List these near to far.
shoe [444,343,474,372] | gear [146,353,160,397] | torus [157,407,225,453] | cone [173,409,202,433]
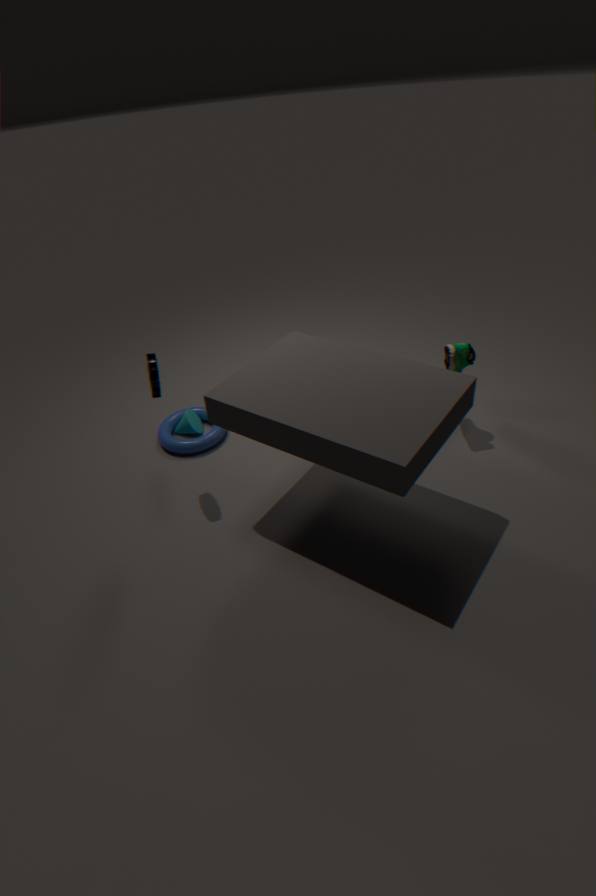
gear [146,353,160,397] < shoe [444,343,474,372] < torus [157,407,225,453] < cone [173,409,202,433]
